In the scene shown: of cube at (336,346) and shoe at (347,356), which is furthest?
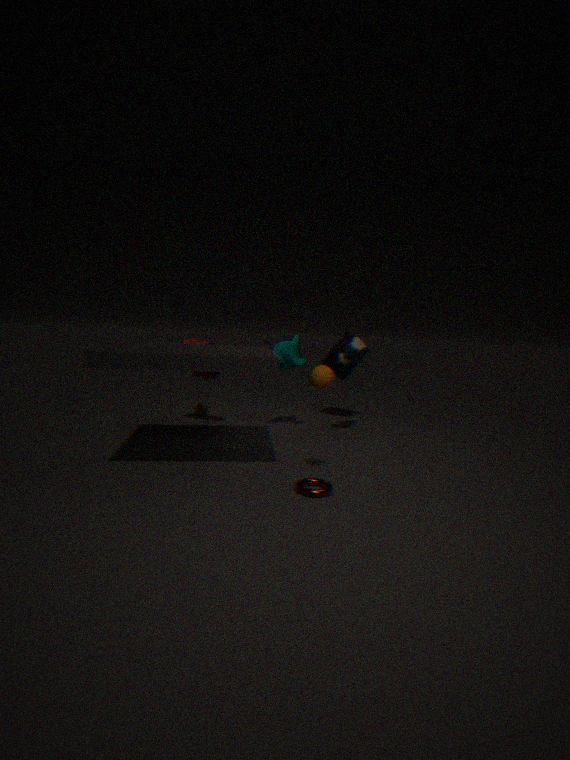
cube at (336,346)
